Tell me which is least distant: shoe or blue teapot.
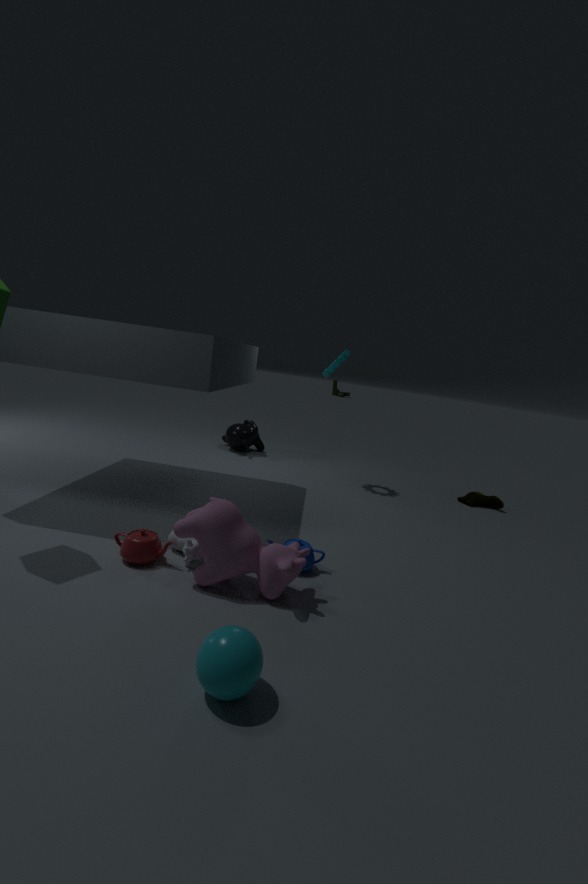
blue teapot
